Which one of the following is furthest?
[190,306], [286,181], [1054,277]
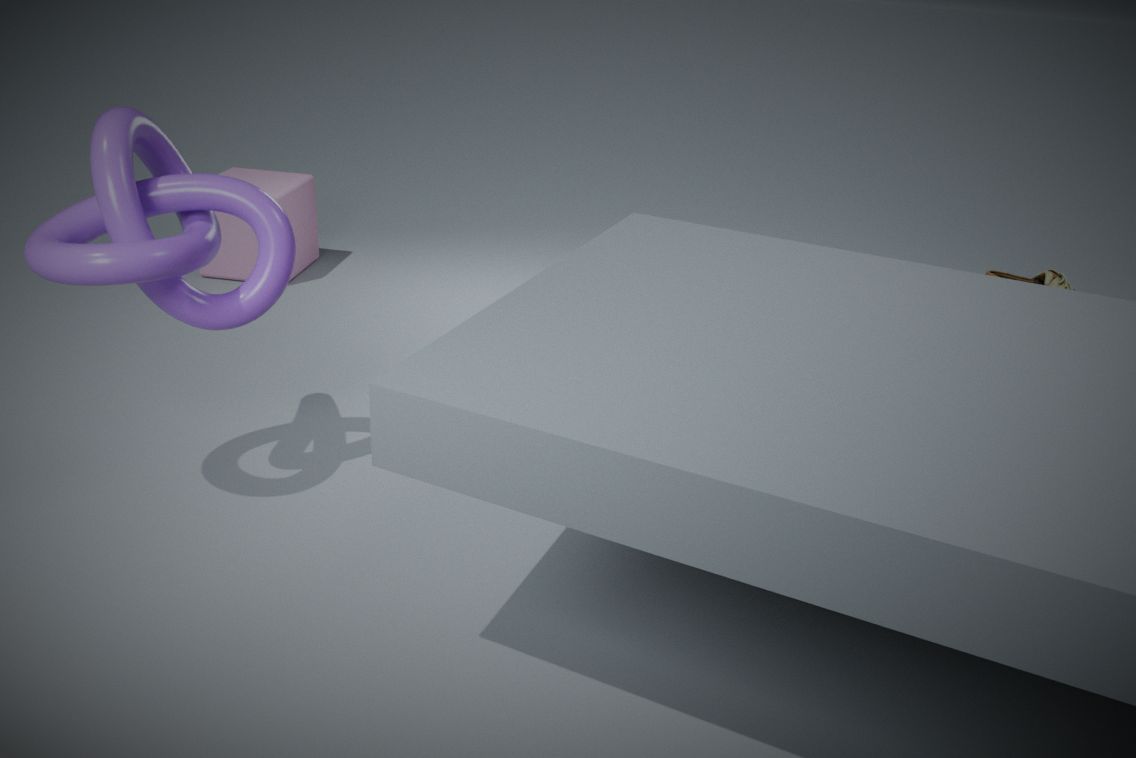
[286,181]
